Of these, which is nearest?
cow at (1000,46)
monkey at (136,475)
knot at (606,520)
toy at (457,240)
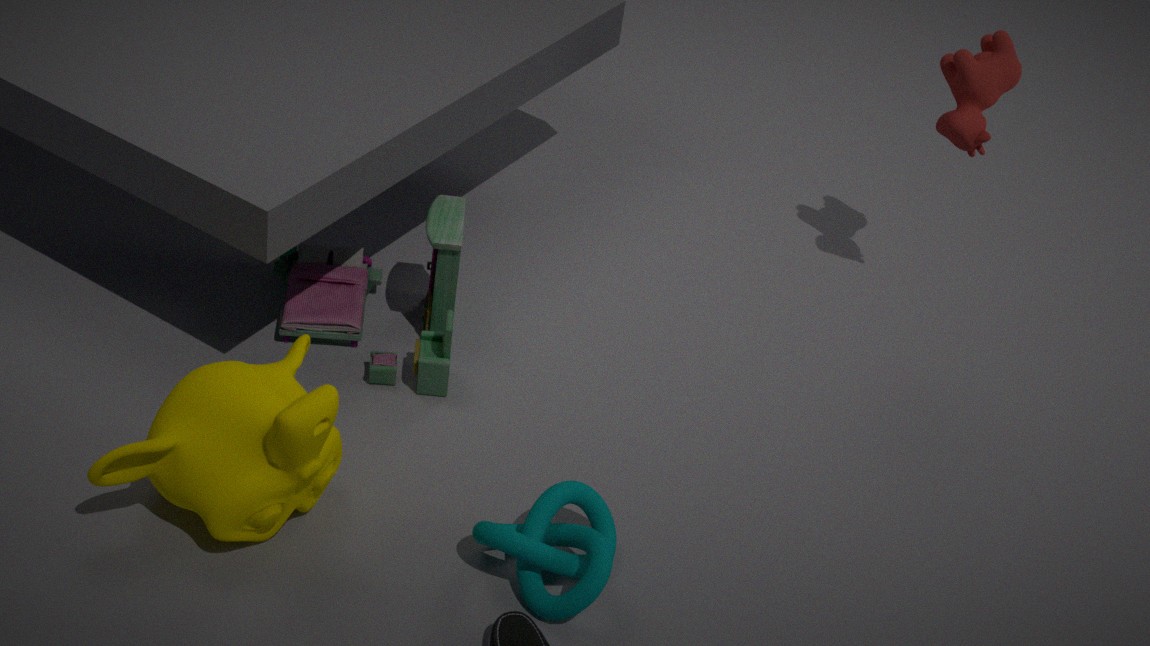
monkey at (136,475)
